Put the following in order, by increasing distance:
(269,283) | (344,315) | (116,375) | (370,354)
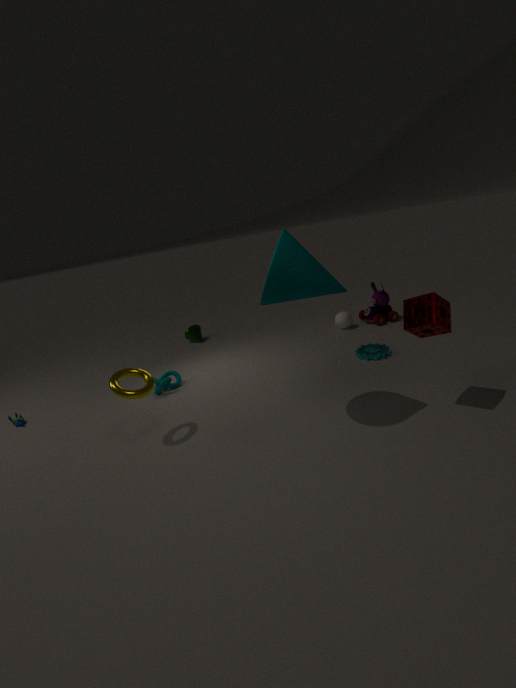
(269,283)
(116,375)
(370,354)
(344,315)
